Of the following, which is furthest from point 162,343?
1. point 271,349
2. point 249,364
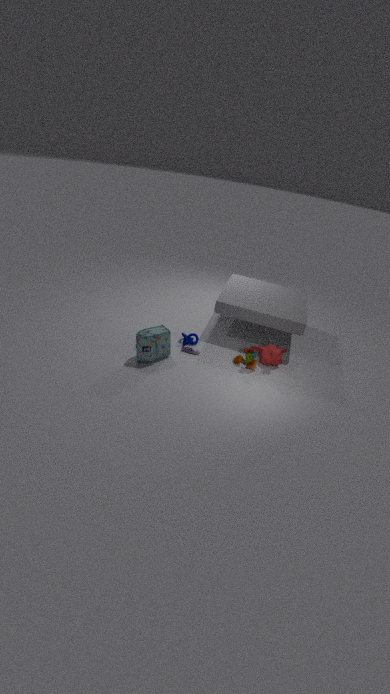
point 271,349
